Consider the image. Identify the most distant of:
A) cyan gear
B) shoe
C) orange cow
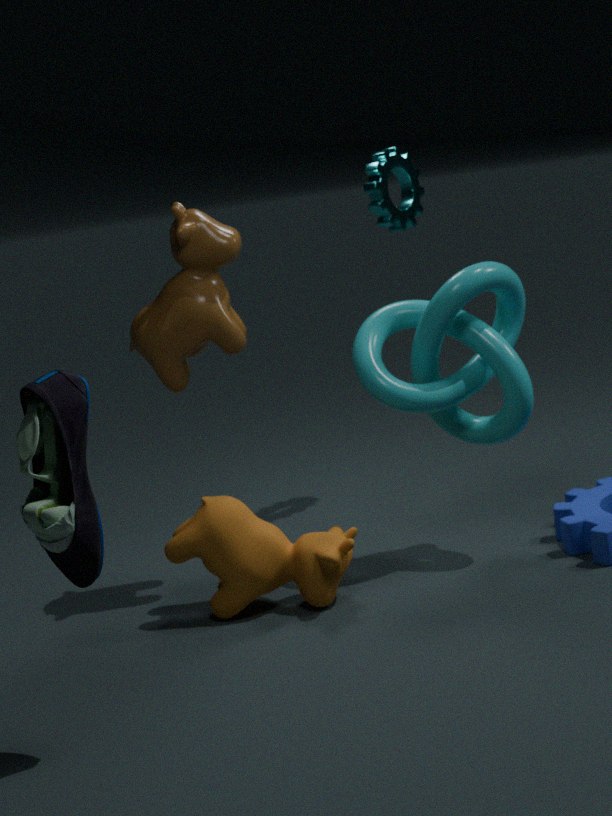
cyan gear
